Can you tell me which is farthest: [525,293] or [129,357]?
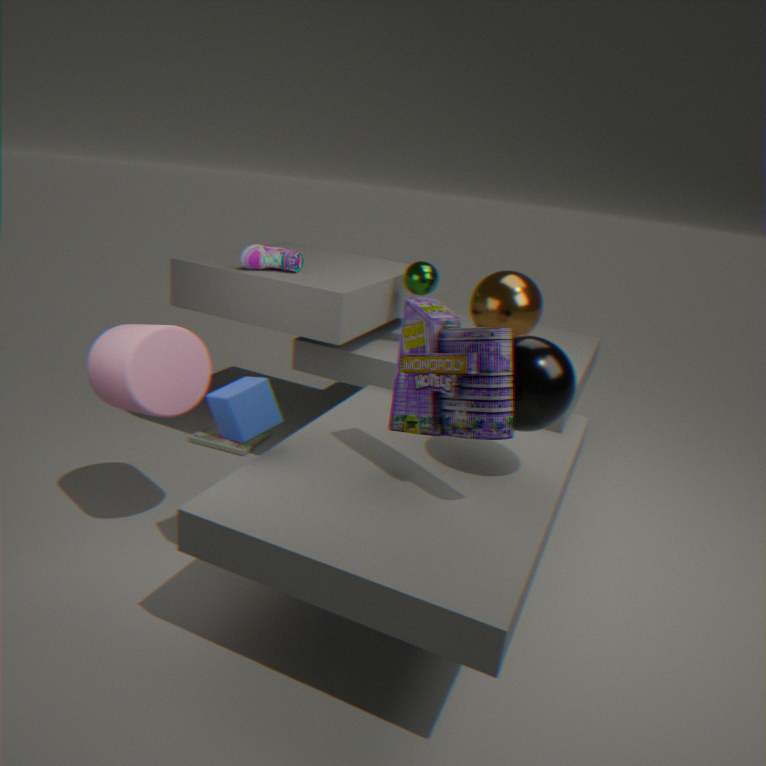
[525,293]
